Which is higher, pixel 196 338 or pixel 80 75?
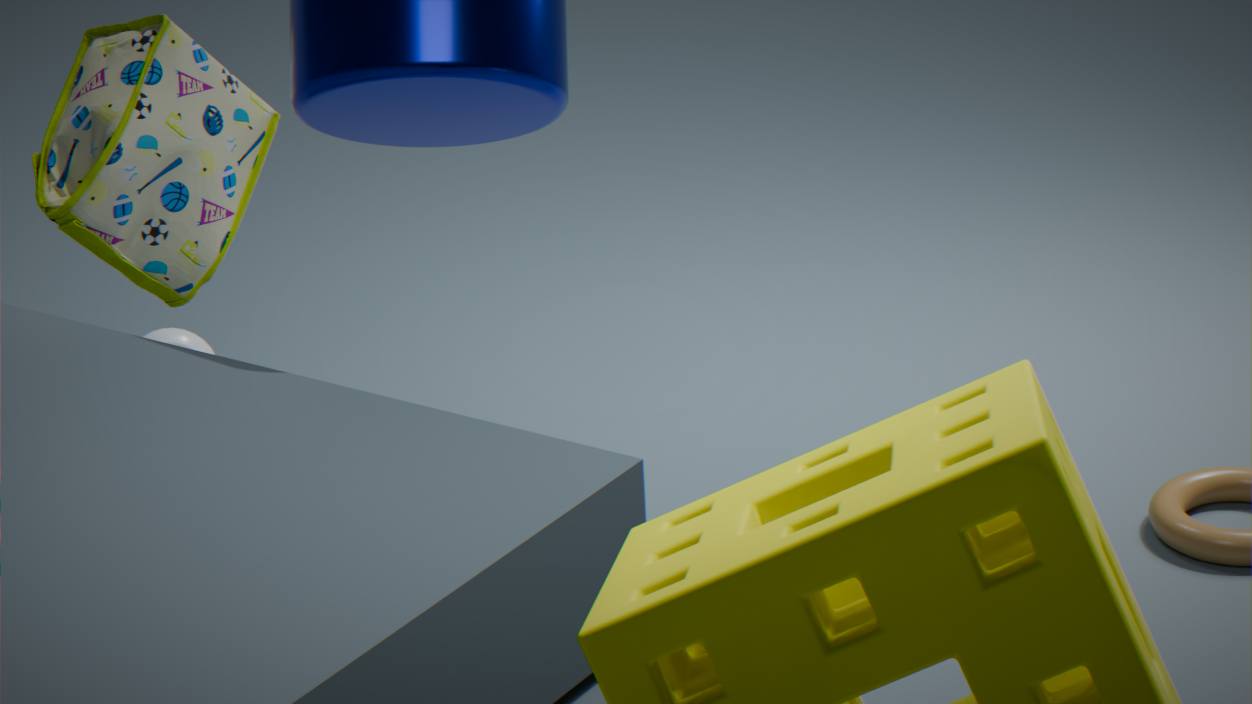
pixel 80 75
